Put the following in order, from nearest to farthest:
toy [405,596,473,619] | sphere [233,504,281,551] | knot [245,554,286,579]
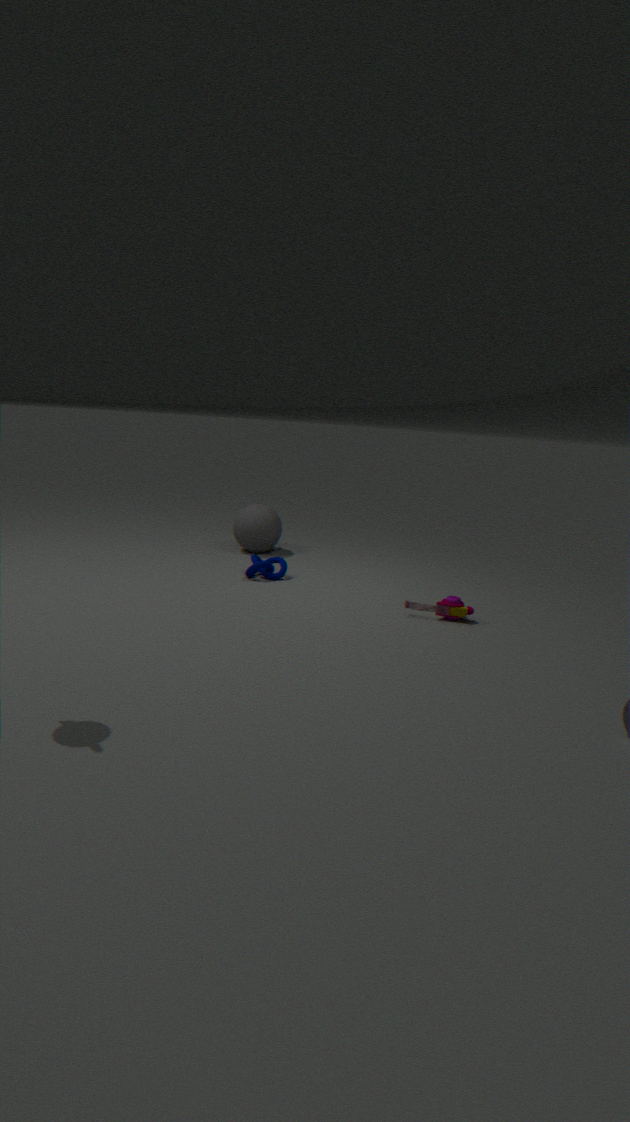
toy [405,596,473,619], knot [245,554,286,579], sphere [233,504,281,551]
